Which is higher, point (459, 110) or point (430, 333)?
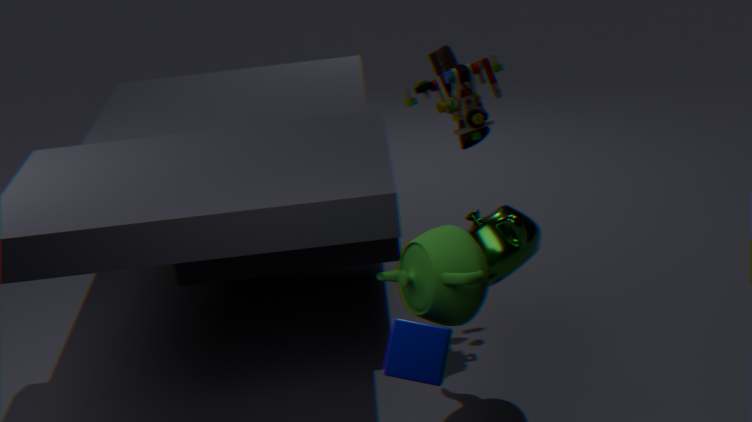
point (459, 110)
